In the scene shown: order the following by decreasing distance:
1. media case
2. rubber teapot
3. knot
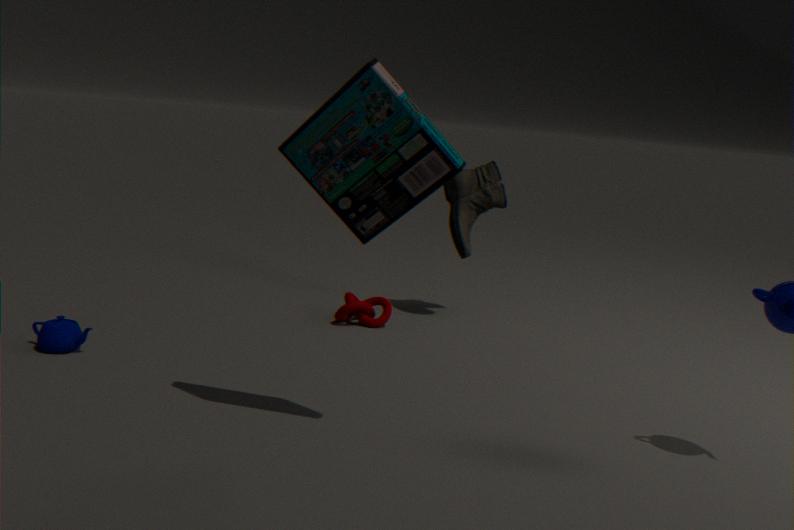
1. knot
2. rubber teapot
3. media case
